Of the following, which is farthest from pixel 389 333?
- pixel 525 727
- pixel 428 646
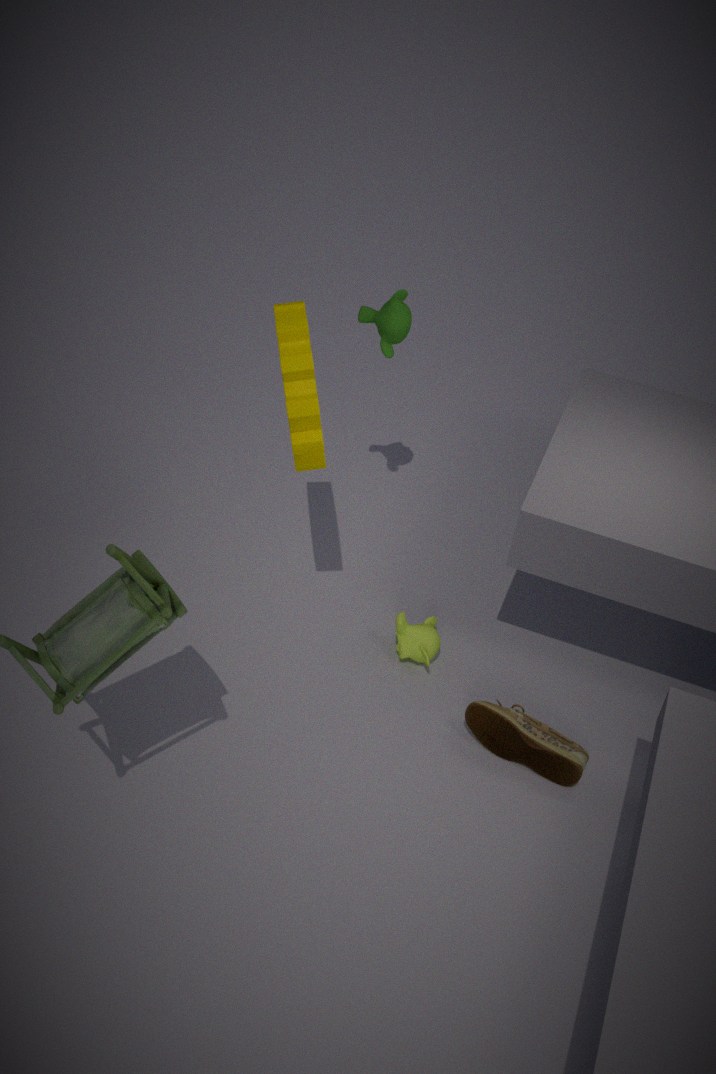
pixel 525 727
